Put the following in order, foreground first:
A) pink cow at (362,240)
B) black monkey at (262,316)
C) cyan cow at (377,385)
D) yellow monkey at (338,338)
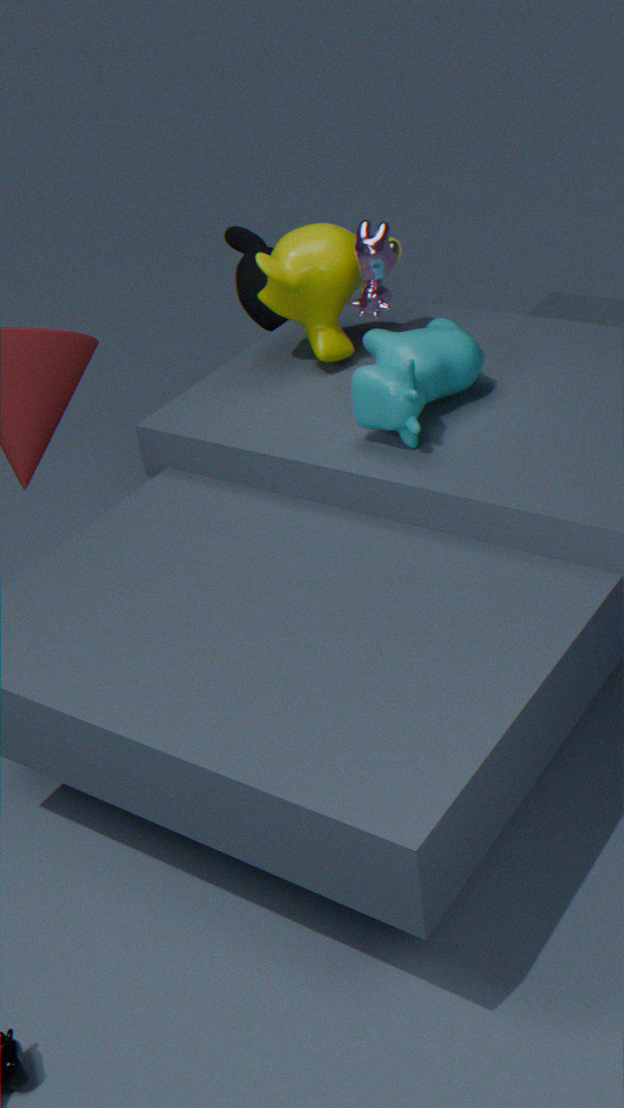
C. cyan cow at (377,385) → A. pink cow at (362,240) → D. yellow monkey at (338,338) → B. black monkey at (262,316)
